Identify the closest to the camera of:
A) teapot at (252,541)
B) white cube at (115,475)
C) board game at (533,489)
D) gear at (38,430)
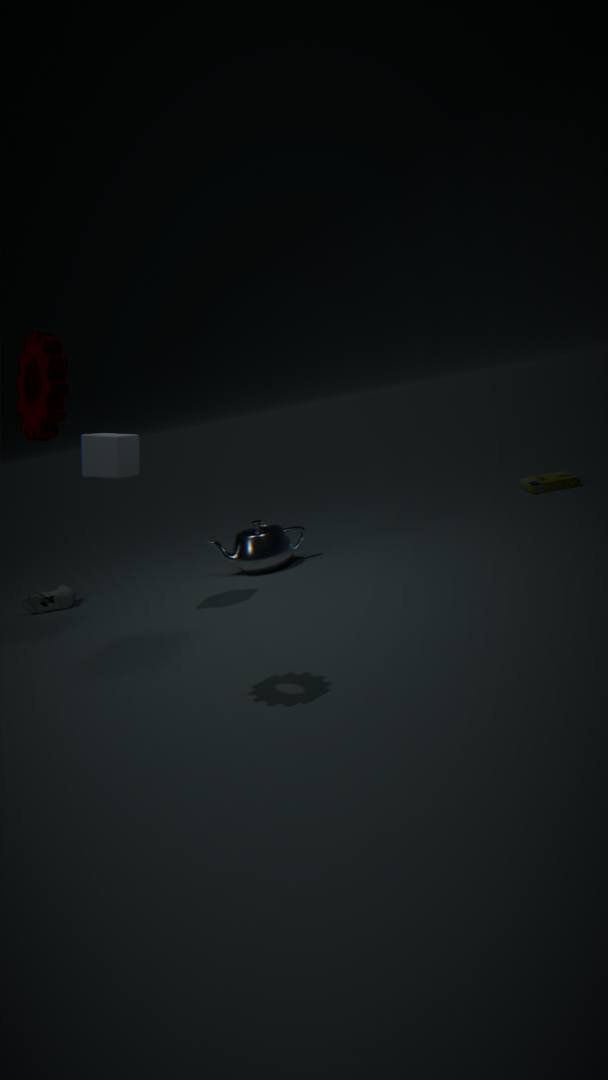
gear at (38,430)
